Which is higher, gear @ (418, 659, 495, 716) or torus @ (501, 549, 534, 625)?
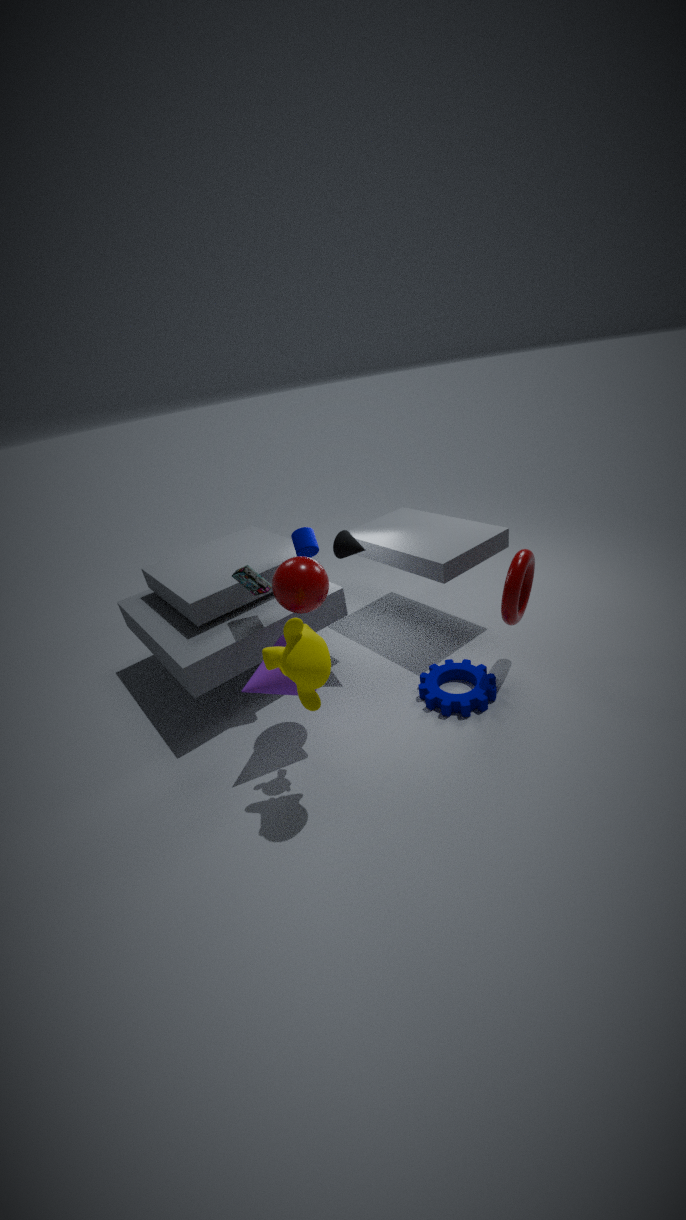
torus @ (501, 549, 534, 625)
